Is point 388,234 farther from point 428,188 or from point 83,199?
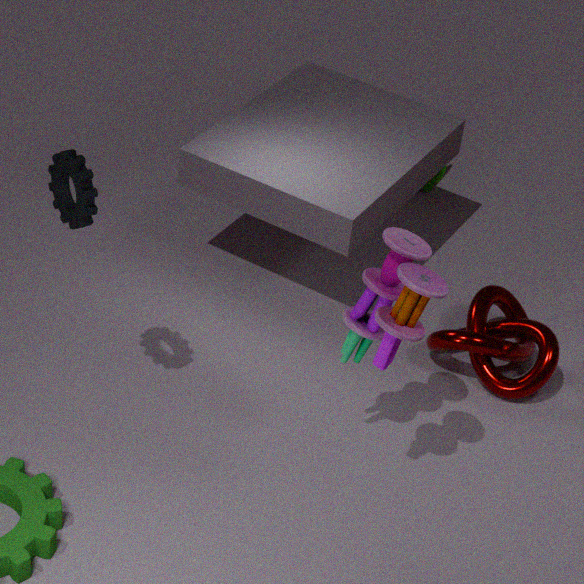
point 428,188
